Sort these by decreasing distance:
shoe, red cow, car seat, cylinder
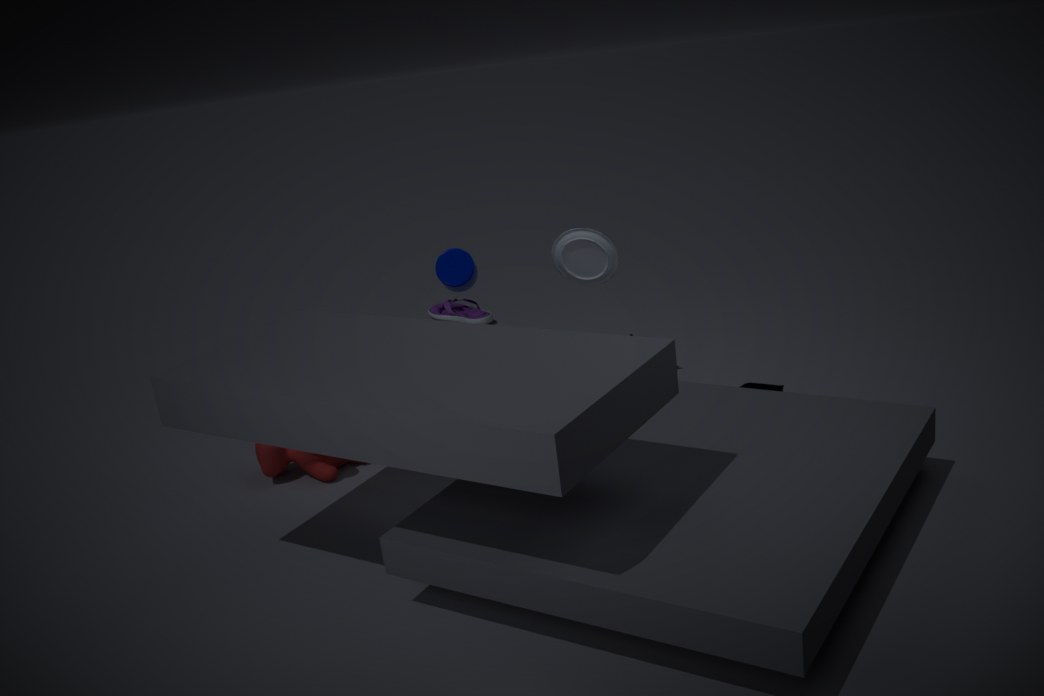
shoe < car seat < cylinder < red cow
